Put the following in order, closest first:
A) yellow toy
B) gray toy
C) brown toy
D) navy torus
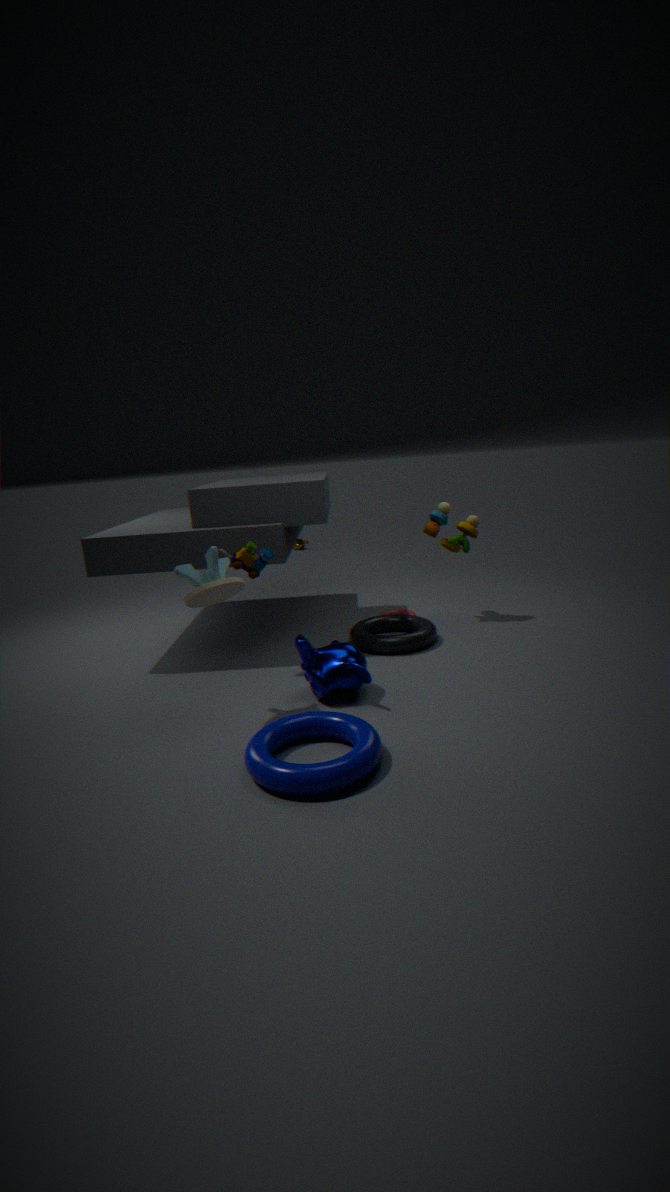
navy torus < gray toy < brown toy < yellow toy
